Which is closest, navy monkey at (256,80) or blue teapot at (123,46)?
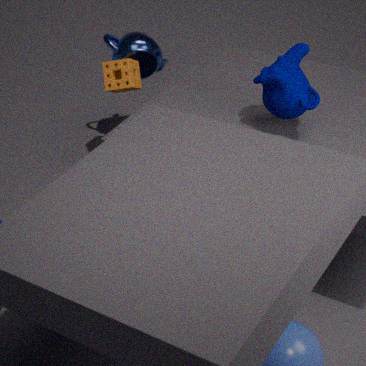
navy monkey at (256,80)
